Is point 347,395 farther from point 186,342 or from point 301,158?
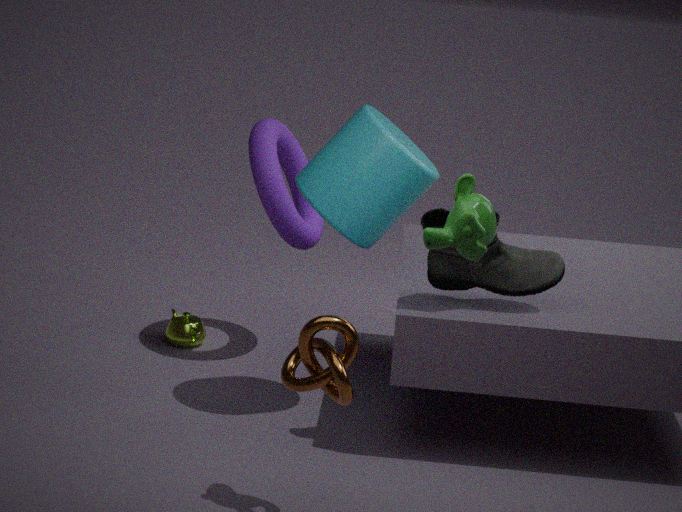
point 186,342
